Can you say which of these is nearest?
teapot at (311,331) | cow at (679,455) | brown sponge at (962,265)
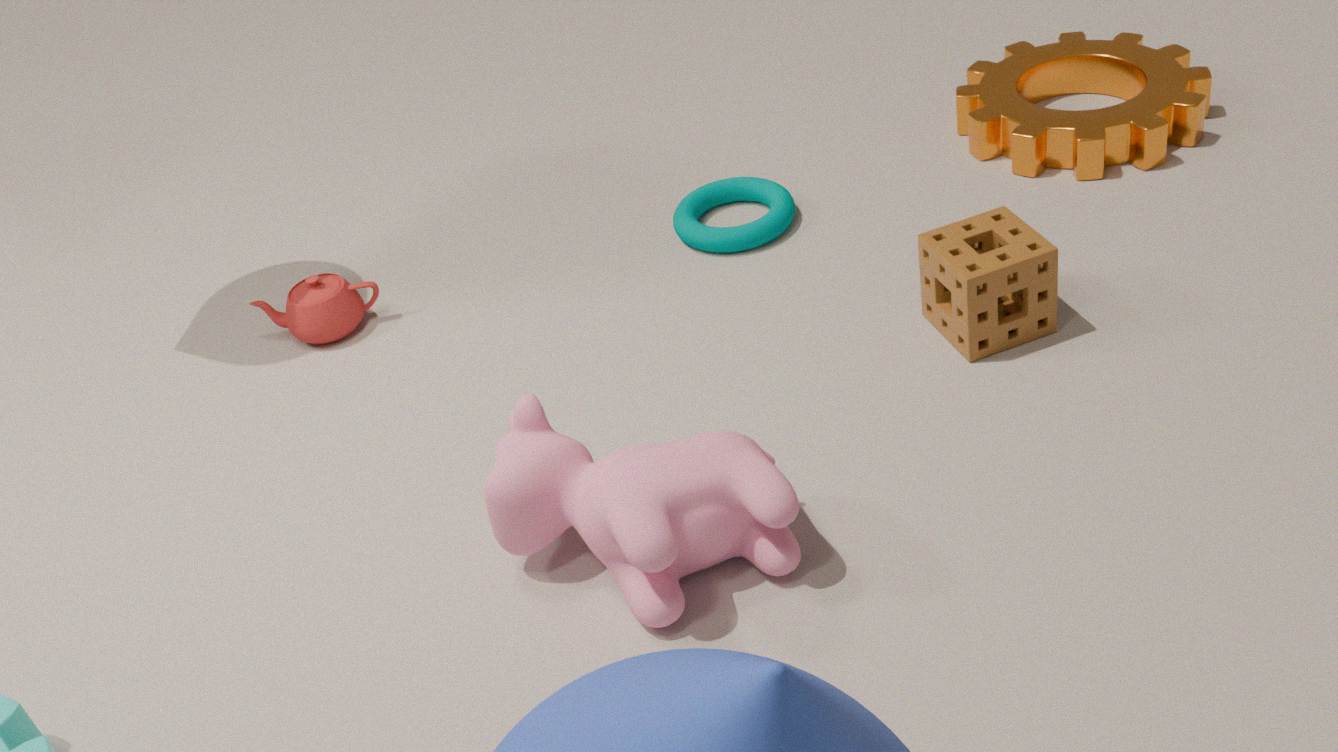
cow at (679,455)
